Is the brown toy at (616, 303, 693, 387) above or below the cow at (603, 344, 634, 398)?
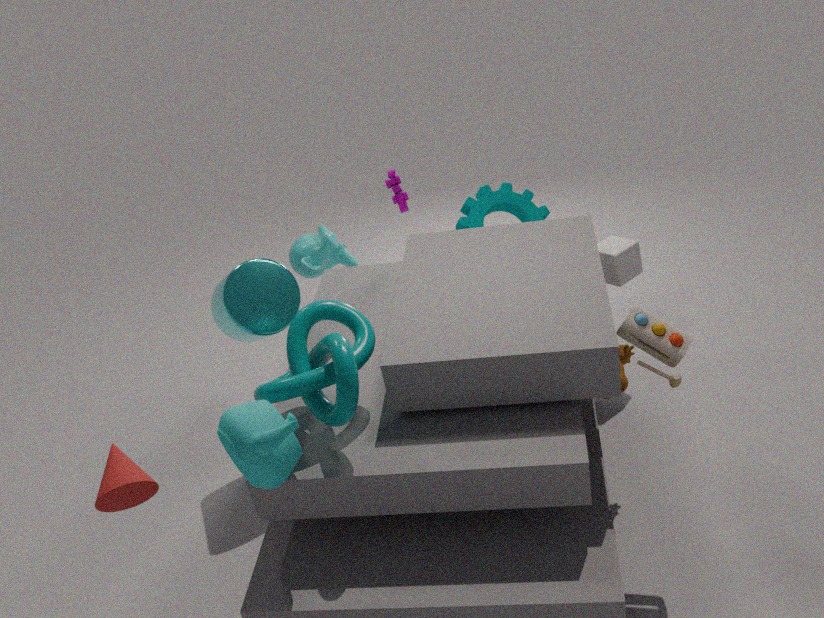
above
